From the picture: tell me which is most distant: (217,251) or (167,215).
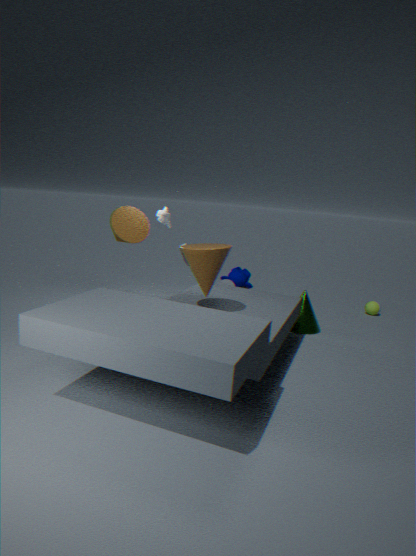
(167,215)
